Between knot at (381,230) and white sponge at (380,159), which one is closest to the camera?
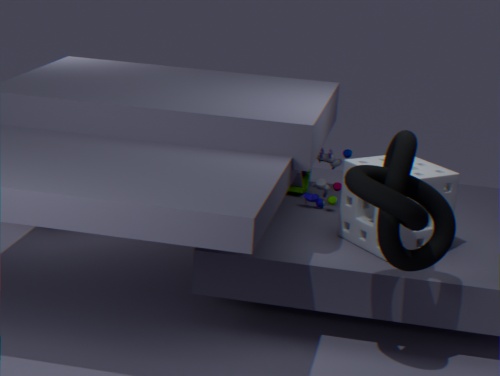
knot at (381,230)
